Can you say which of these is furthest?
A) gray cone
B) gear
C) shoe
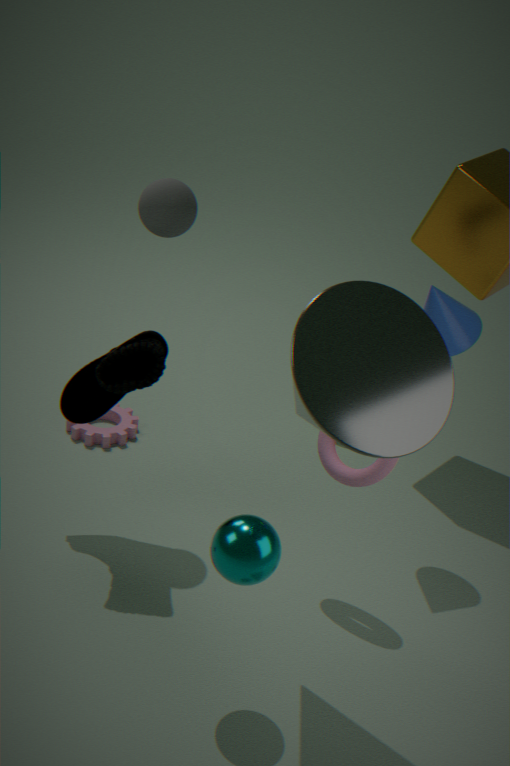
gear
